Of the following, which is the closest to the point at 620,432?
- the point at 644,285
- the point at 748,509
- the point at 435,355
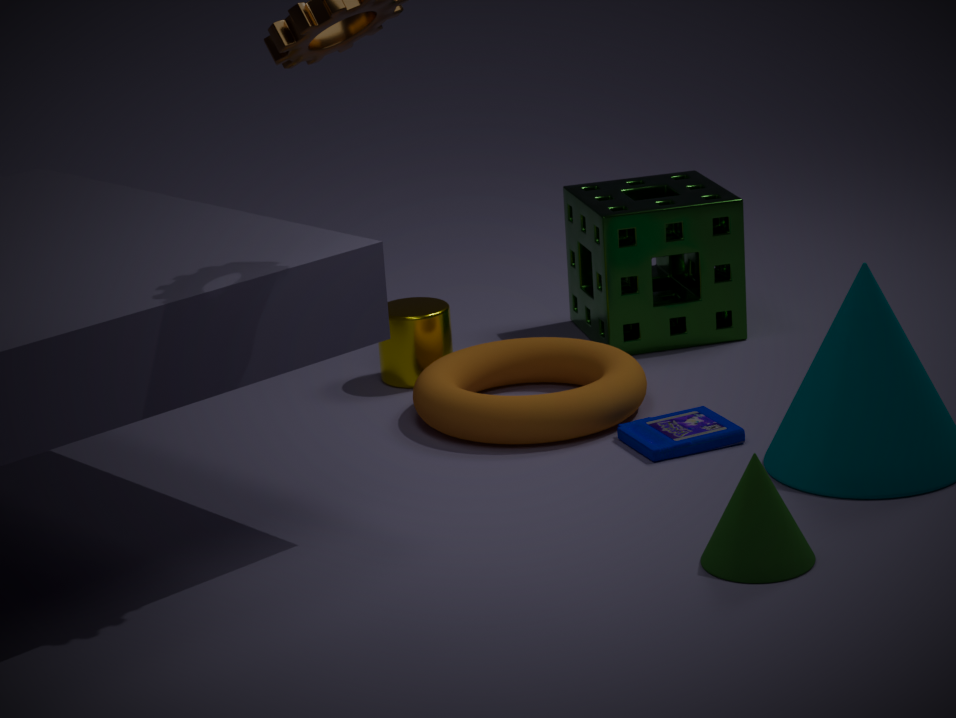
the point at 748,509
